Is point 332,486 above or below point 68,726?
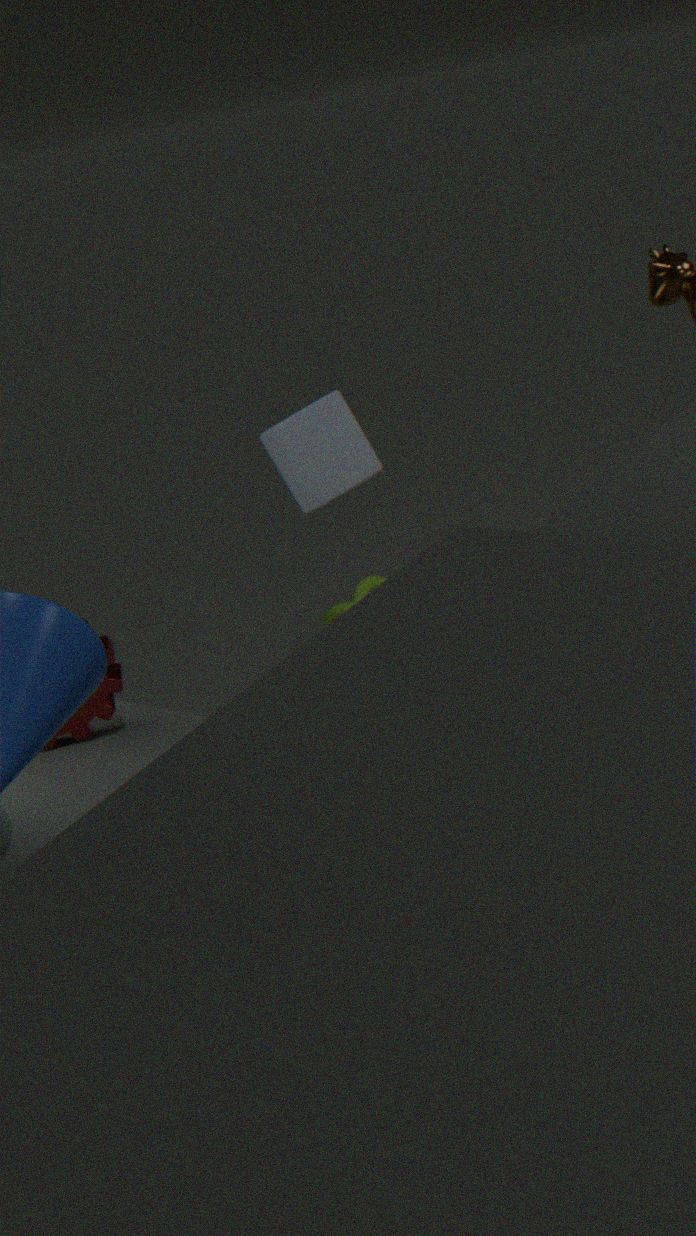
above
